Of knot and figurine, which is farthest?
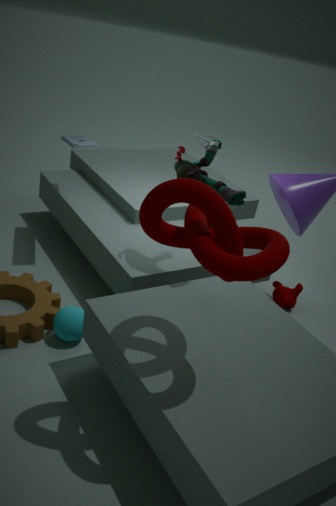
figurine
